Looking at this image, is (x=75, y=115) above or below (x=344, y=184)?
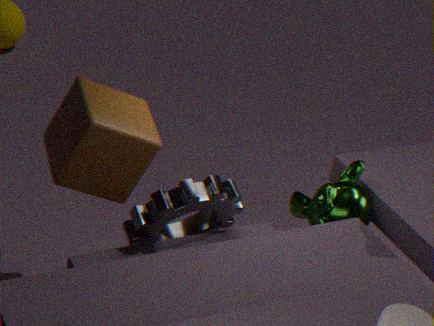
above
